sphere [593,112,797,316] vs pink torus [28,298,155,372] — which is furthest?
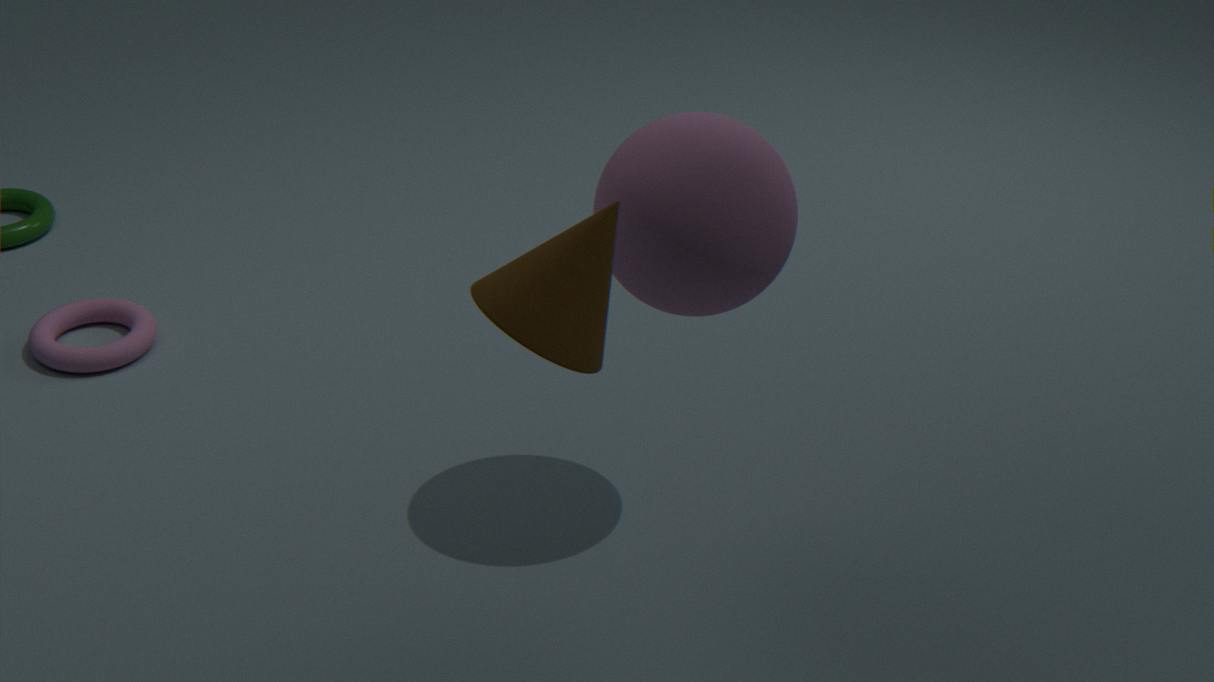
pink torus [28,298,155,372]
